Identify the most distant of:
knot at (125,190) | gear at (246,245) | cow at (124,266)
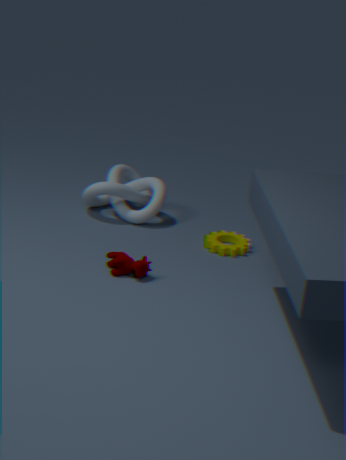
knot at (125,190)
